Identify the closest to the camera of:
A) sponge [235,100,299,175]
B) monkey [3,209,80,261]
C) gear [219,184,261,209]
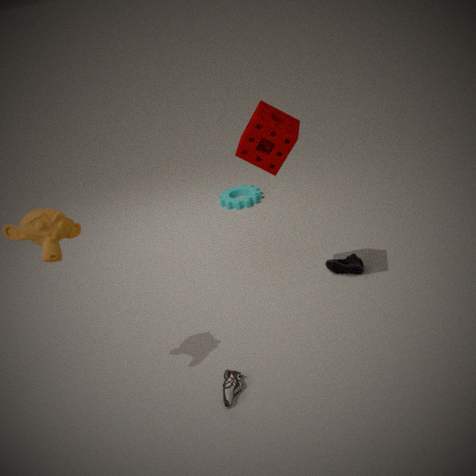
monkey [3,209,80,261]
